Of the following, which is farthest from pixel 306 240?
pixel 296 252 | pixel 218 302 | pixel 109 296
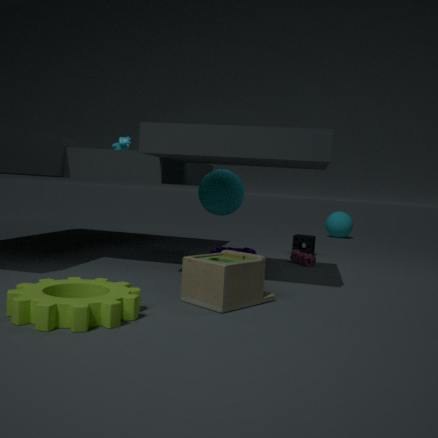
pixel 109 296
